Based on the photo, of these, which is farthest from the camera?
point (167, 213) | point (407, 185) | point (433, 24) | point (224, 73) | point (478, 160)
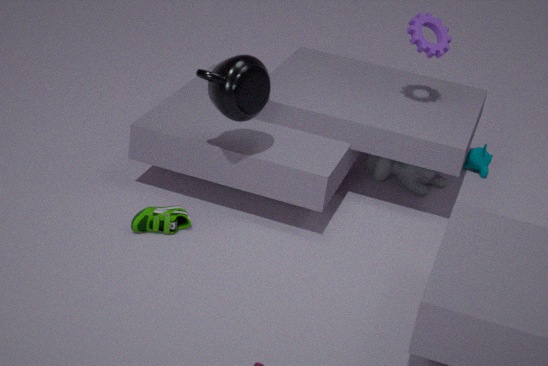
point (478, 160)
